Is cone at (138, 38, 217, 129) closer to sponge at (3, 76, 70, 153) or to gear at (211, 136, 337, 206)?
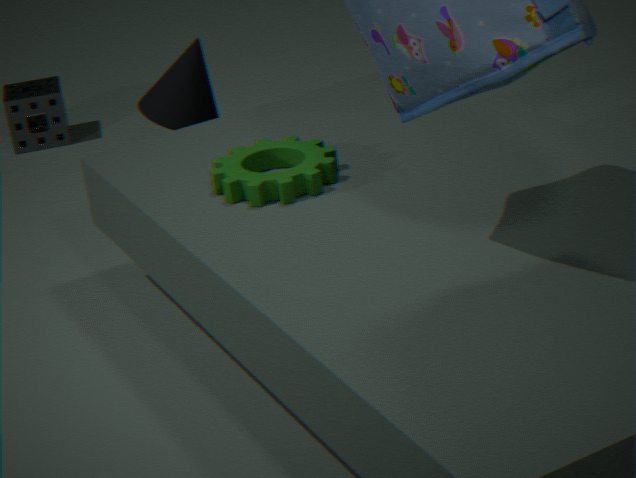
gear at (211, 136, 337, 206)
